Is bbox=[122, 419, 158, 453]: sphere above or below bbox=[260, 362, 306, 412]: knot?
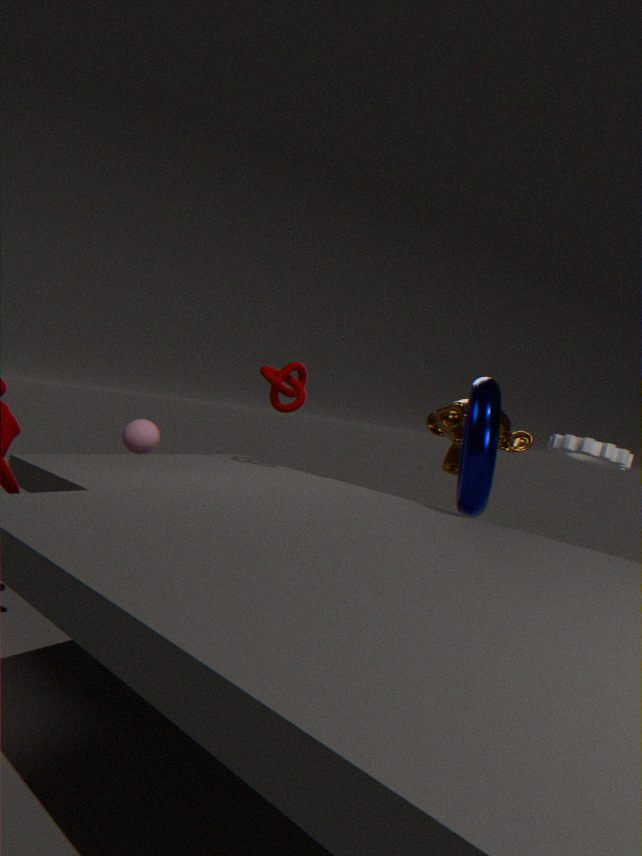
below
